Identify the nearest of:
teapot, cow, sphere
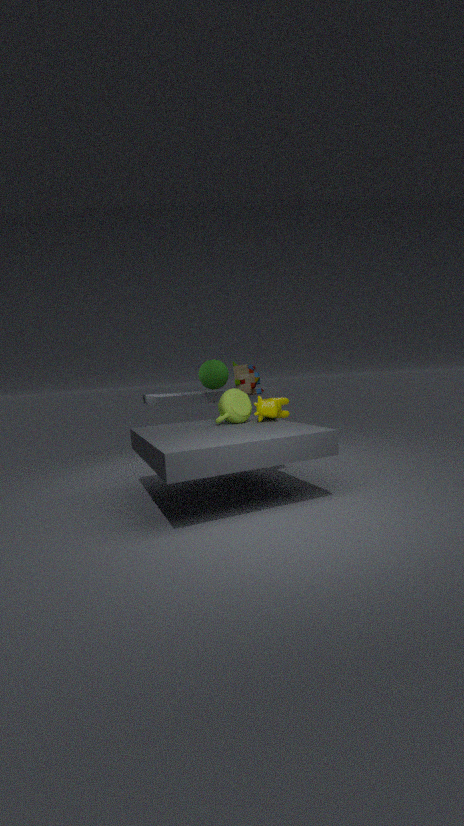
teapot
